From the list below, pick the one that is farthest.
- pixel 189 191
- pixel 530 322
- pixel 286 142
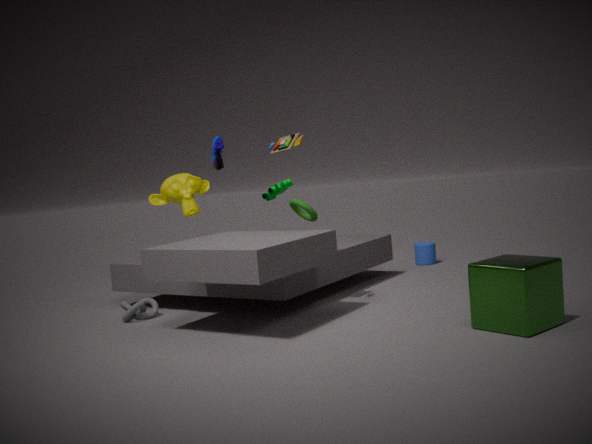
pixel 189 191
